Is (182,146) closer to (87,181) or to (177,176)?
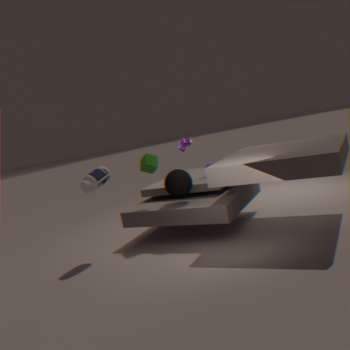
(177,176)
